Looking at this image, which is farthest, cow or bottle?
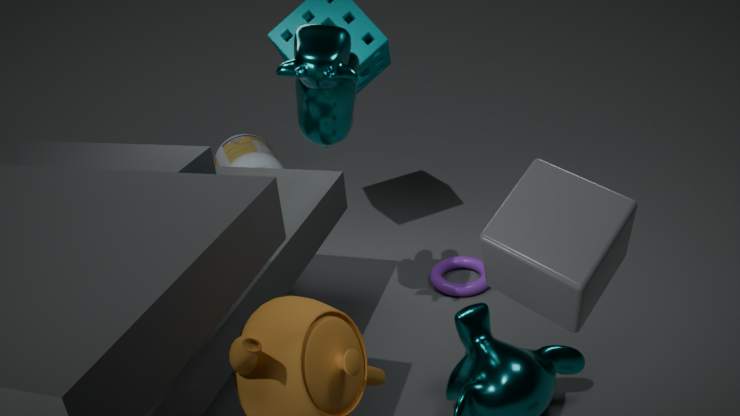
bottle
